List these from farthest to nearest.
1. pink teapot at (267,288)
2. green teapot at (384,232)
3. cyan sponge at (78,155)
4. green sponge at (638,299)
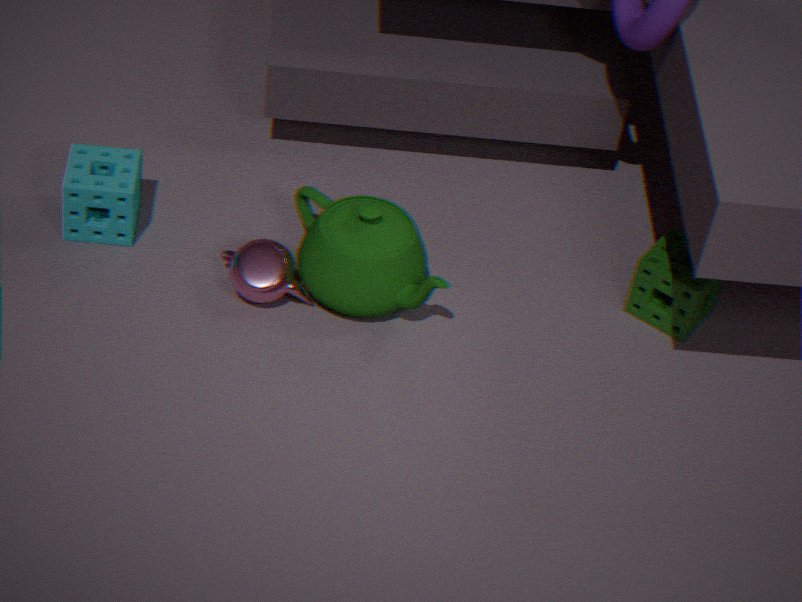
green sponge at (638,299), cyan sponge at (78,155), pink teapot at (267,288), green teapot at (384,232)
